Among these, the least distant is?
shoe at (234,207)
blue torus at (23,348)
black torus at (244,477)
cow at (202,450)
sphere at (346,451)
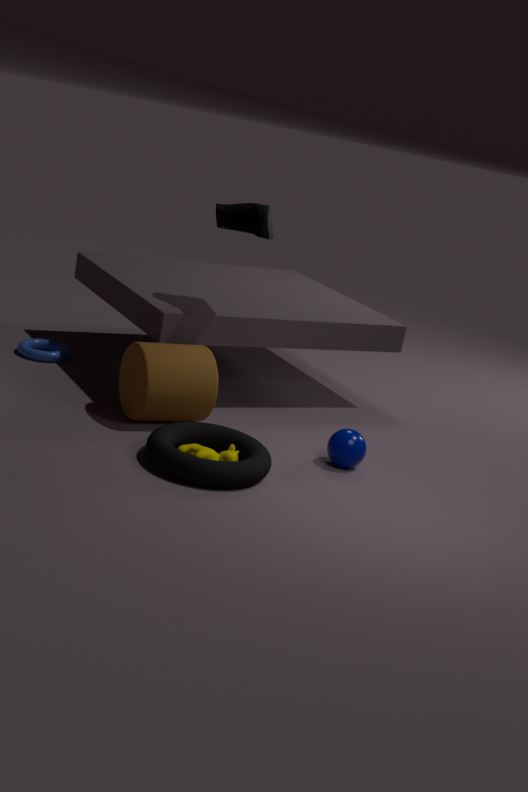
black torus at (244,477)
